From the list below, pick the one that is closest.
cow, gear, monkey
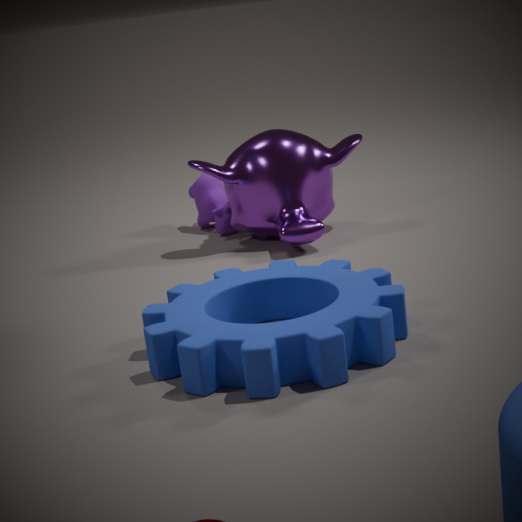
gear
